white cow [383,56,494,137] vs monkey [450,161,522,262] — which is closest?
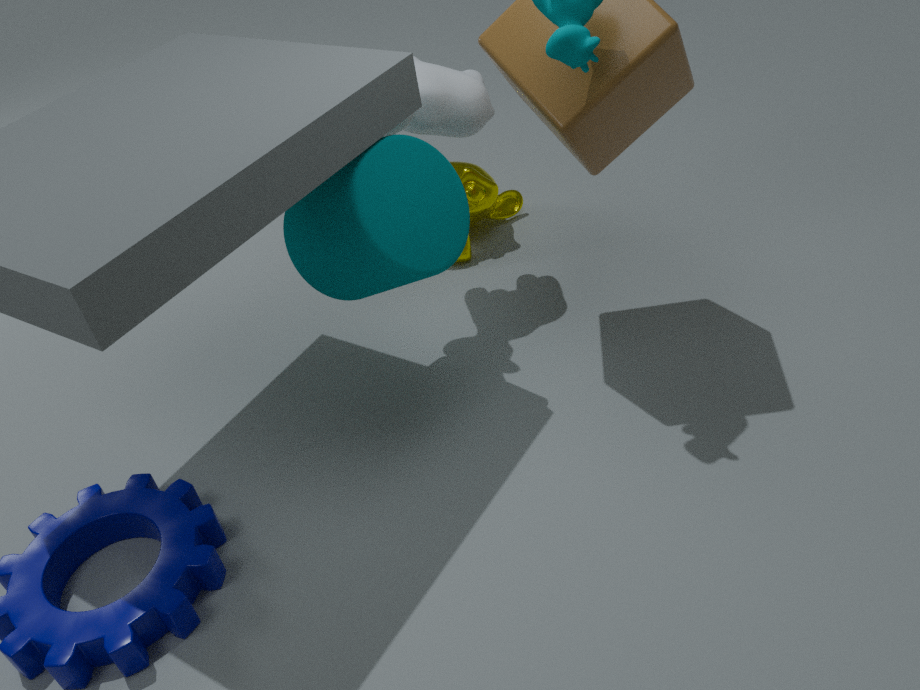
white cow [383,56,494,137]
